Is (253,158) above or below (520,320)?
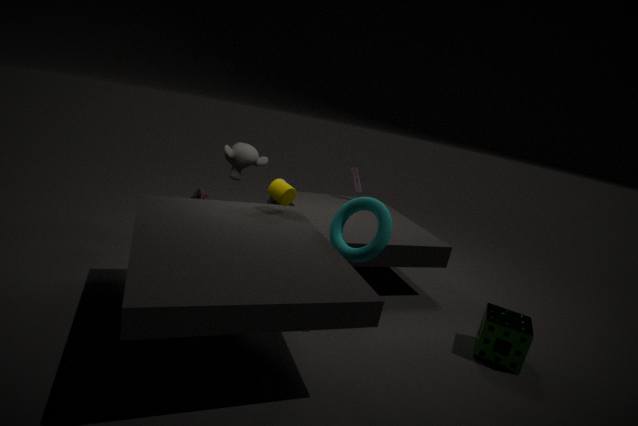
above
